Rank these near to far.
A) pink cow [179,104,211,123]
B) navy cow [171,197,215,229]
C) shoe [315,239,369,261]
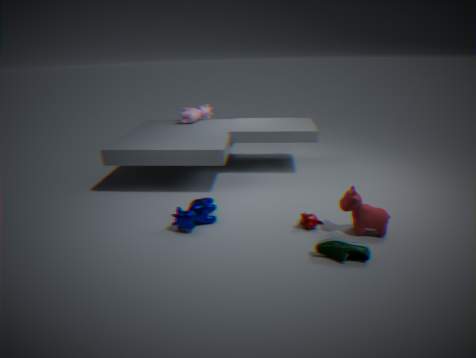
shoe [315,239,369,261] → navy cow [171,197,215,229] → pink cow [179,104,211,123]
